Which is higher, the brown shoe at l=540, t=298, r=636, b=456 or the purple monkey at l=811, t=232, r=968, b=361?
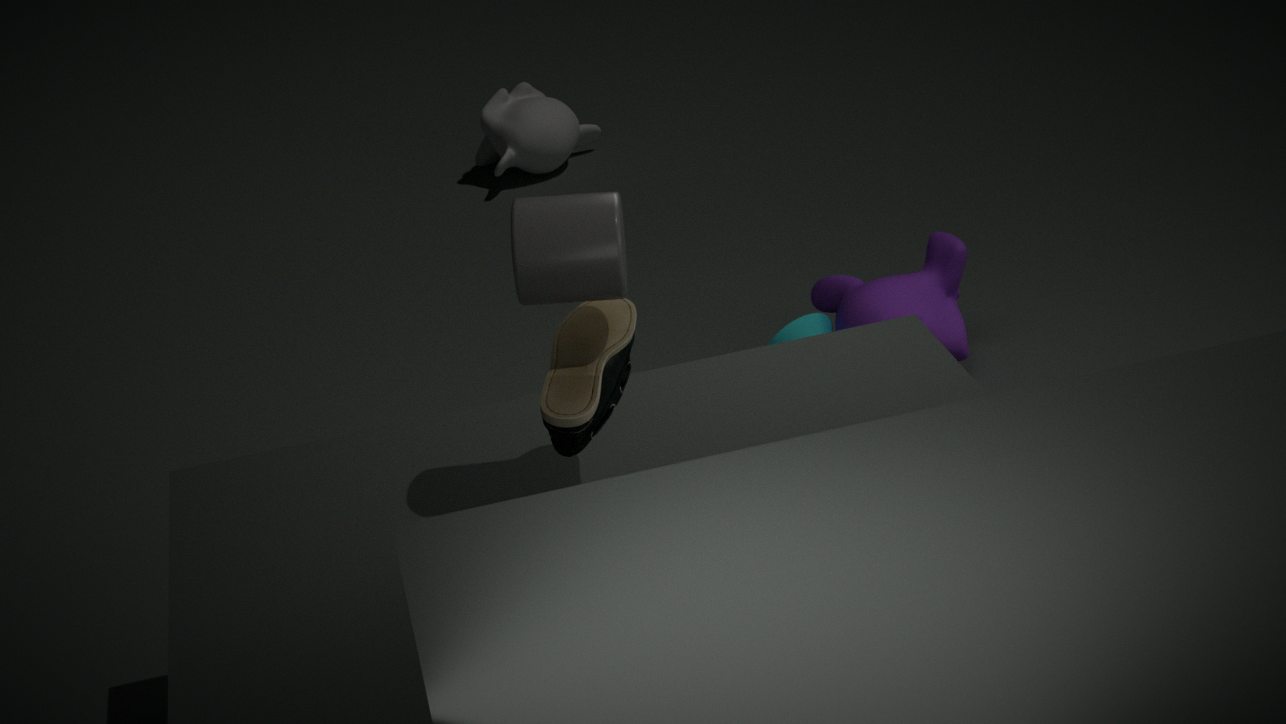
the brown shoe at l=540, t=298, r=636, b=456
